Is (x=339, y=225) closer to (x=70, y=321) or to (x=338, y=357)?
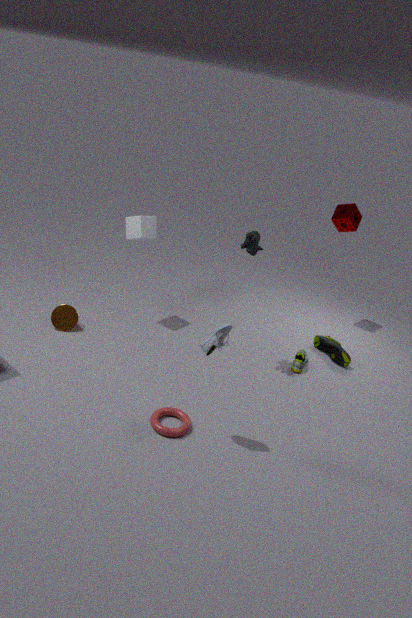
(x=338, y=357)
